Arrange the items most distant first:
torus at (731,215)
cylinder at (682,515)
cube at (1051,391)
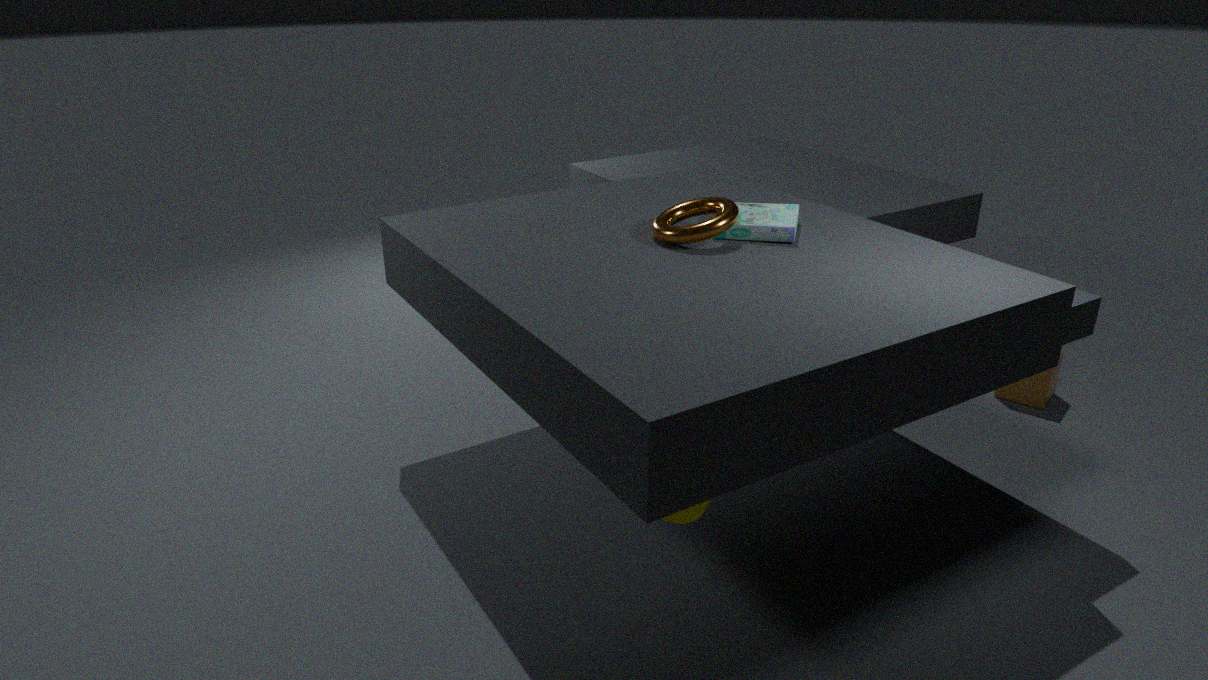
cube at (1051,391)
torus at (731,215)
cylinder at (682,515)
